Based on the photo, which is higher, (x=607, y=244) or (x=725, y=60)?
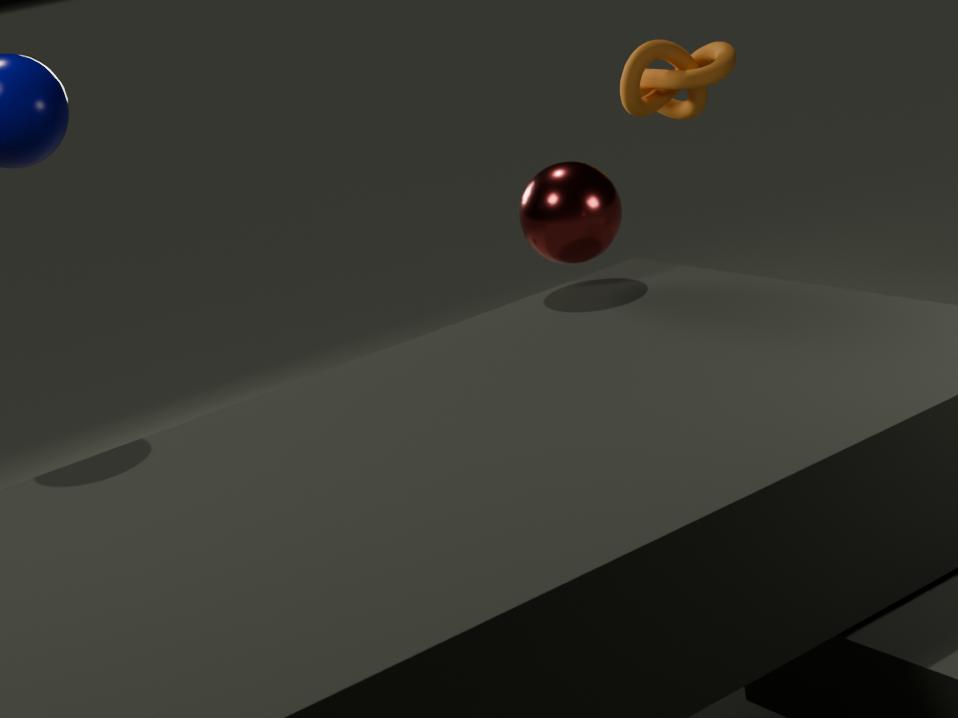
(x=725, y=60)
